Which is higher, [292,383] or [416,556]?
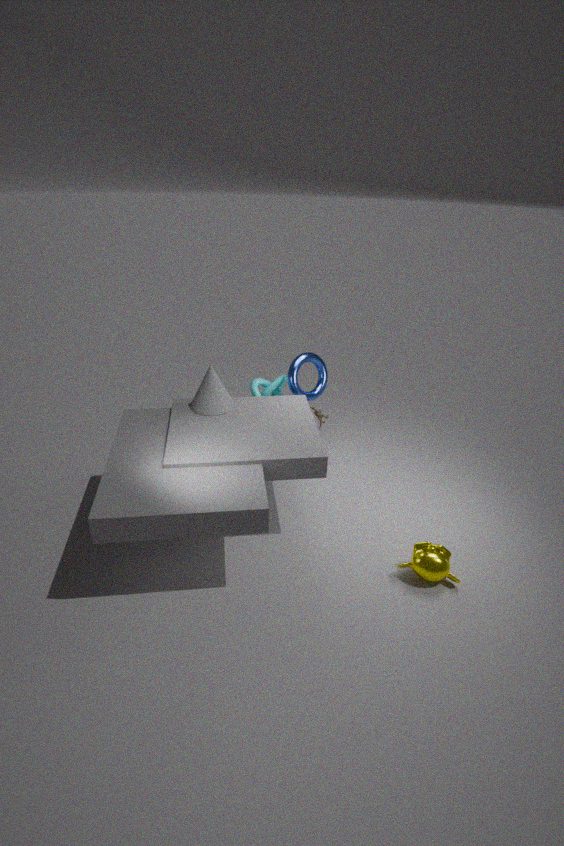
[292,383]
